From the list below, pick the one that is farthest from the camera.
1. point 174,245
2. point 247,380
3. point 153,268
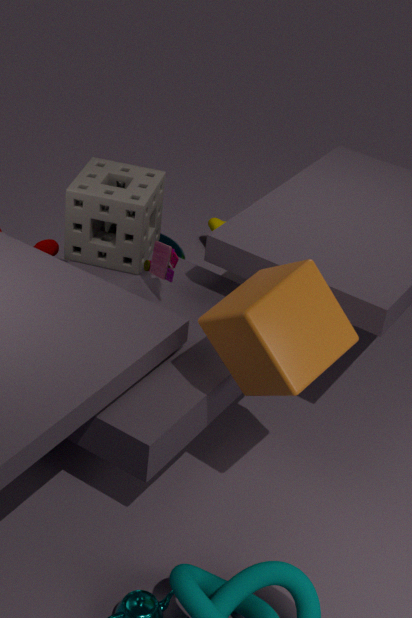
point 174,245
